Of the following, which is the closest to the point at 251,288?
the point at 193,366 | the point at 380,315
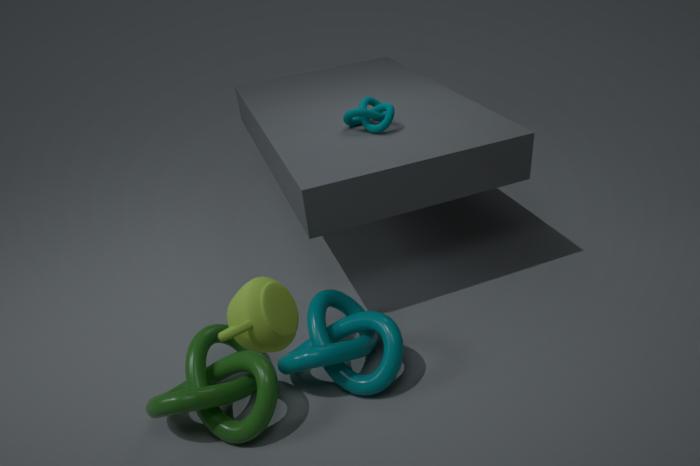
the point at 193,366
